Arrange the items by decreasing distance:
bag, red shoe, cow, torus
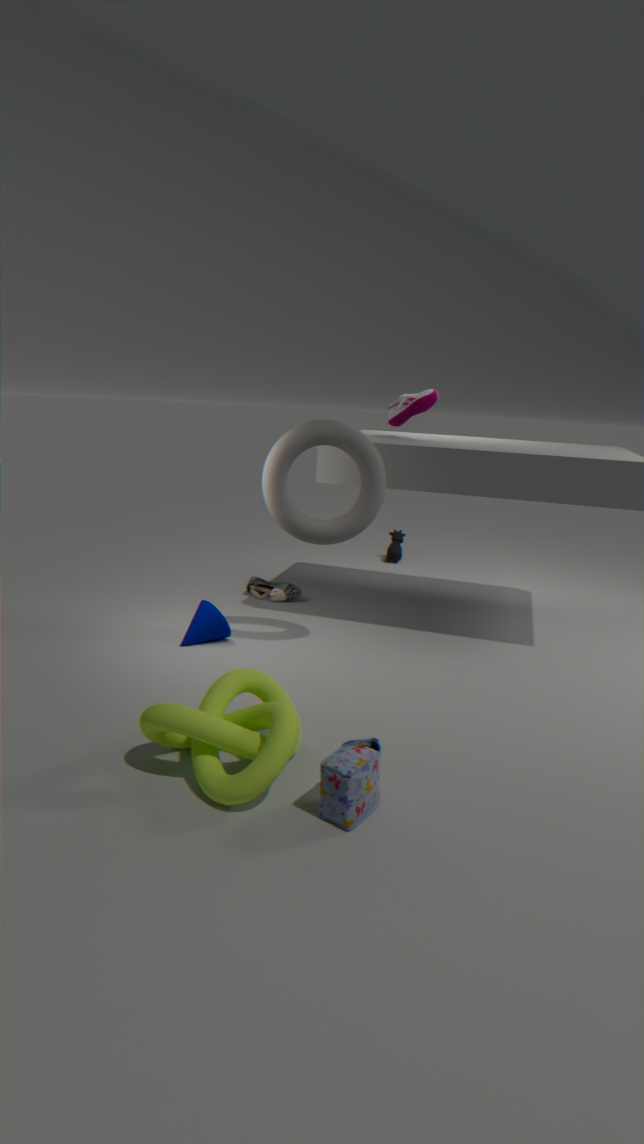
cow → red shoe → torus → bag
